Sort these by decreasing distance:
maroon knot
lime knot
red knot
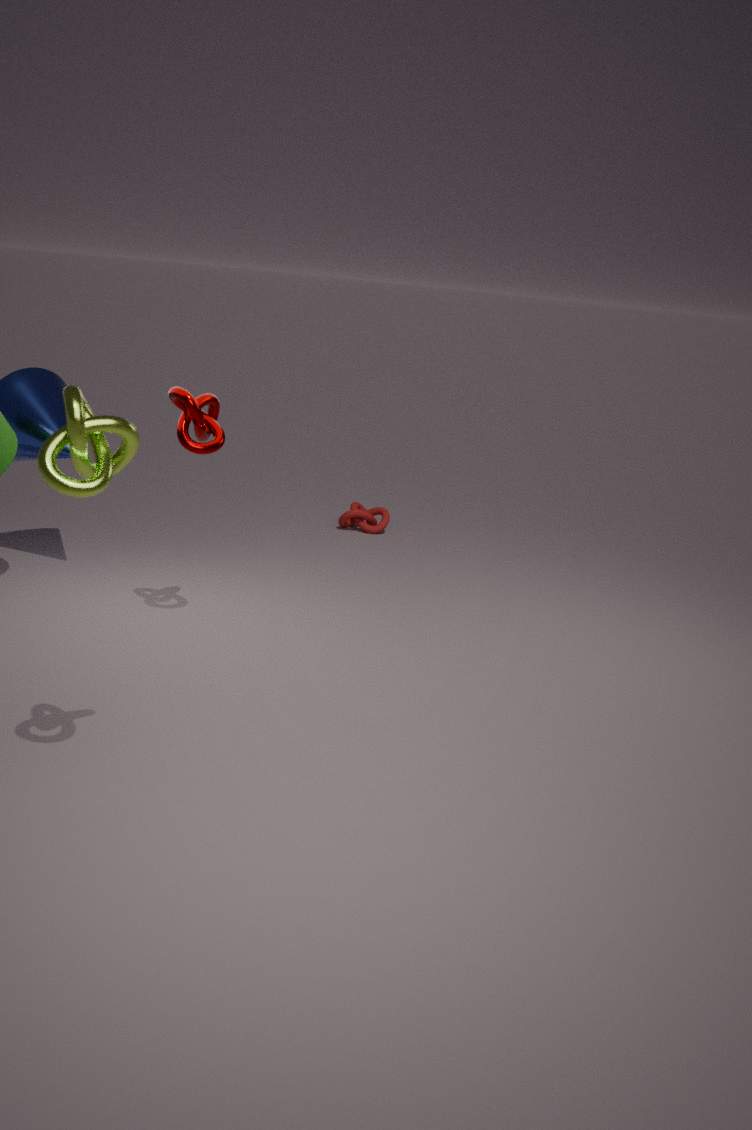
red knot
maroon knot
lime knot
